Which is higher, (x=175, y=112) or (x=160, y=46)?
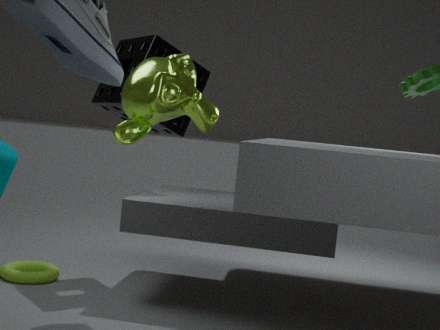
(x=160, y=46)
